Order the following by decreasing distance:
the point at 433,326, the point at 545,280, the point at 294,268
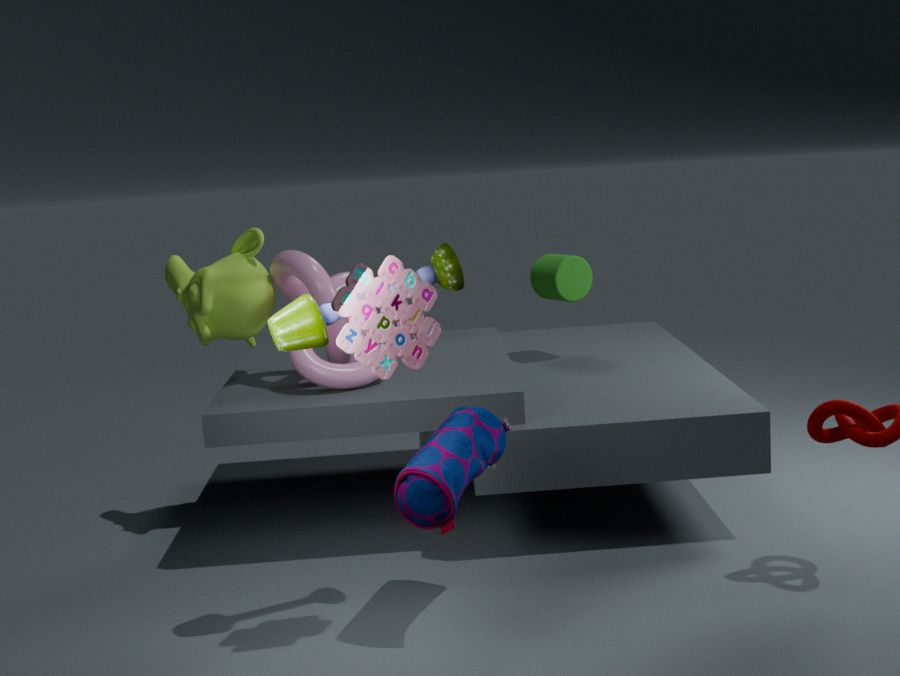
the point at 545,280 → the point at 294,268 → the point at 433,326
